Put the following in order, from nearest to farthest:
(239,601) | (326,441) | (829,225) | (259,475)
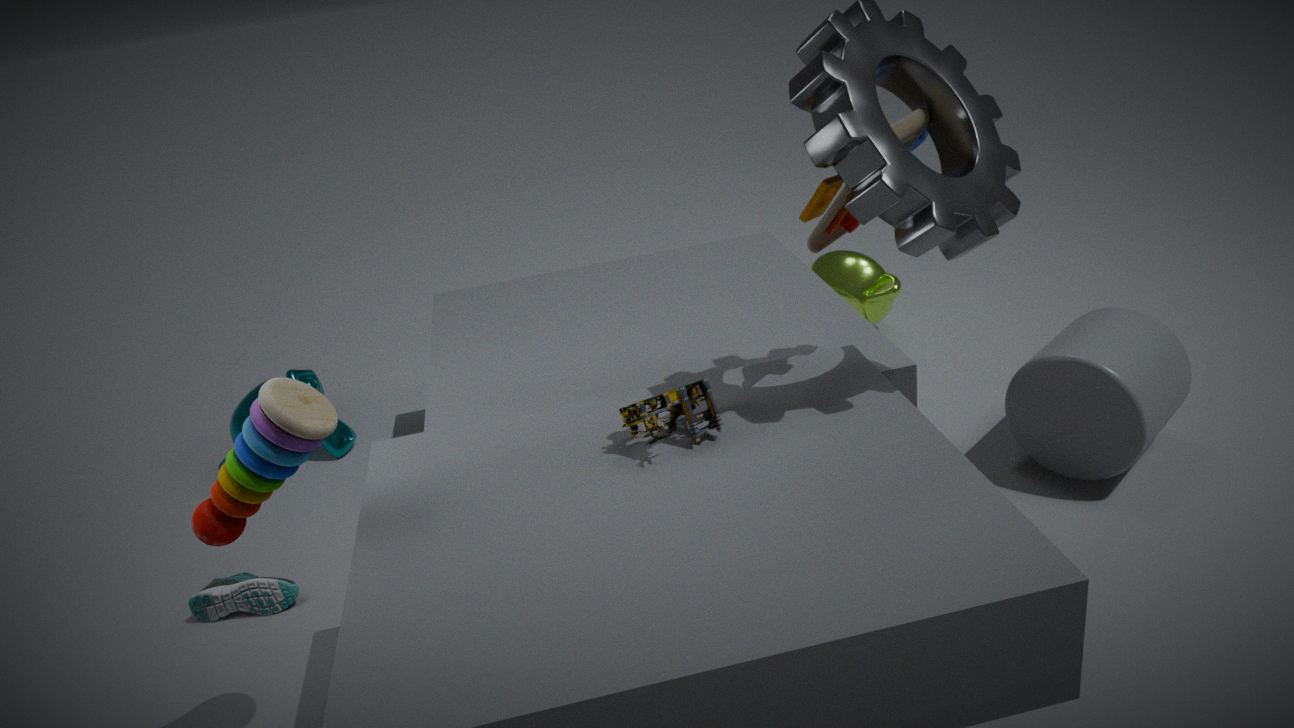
(259,475)
(829,225)
(239,601)
(326,441)
